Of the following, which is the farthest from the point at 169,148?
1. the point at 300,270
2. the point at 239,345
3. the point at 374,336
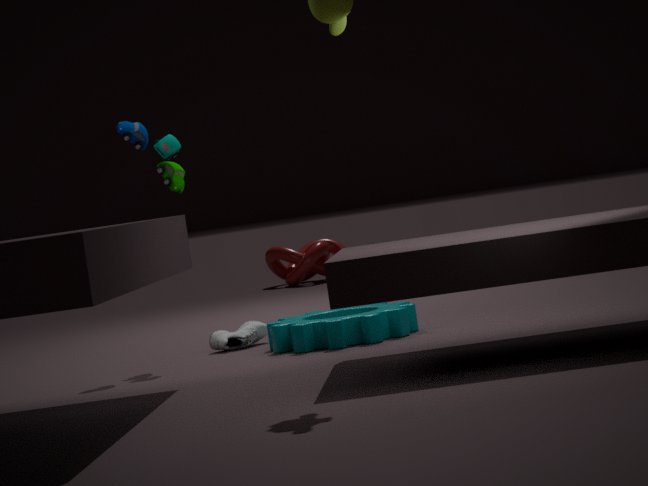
the point at 300,270
